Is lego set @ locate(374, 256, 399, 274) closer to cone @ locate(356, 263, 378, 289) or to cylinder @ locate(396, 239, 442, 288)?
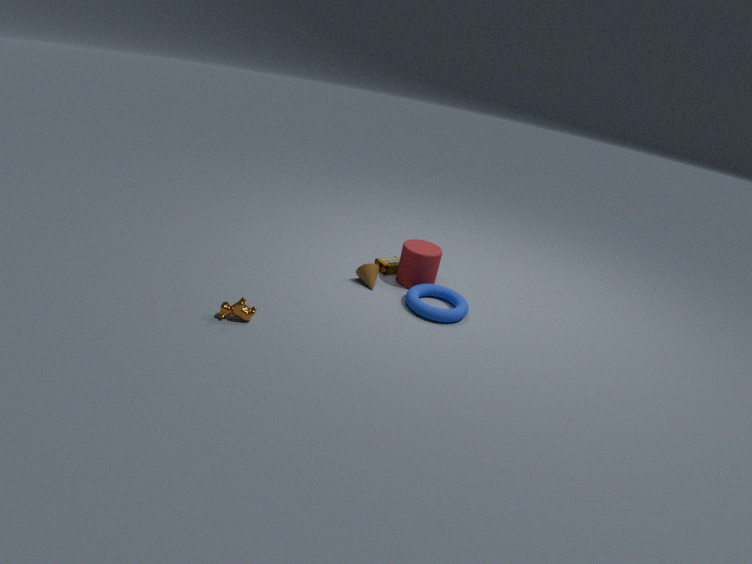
cylinder @ locate(396, 239, 442, 288)
